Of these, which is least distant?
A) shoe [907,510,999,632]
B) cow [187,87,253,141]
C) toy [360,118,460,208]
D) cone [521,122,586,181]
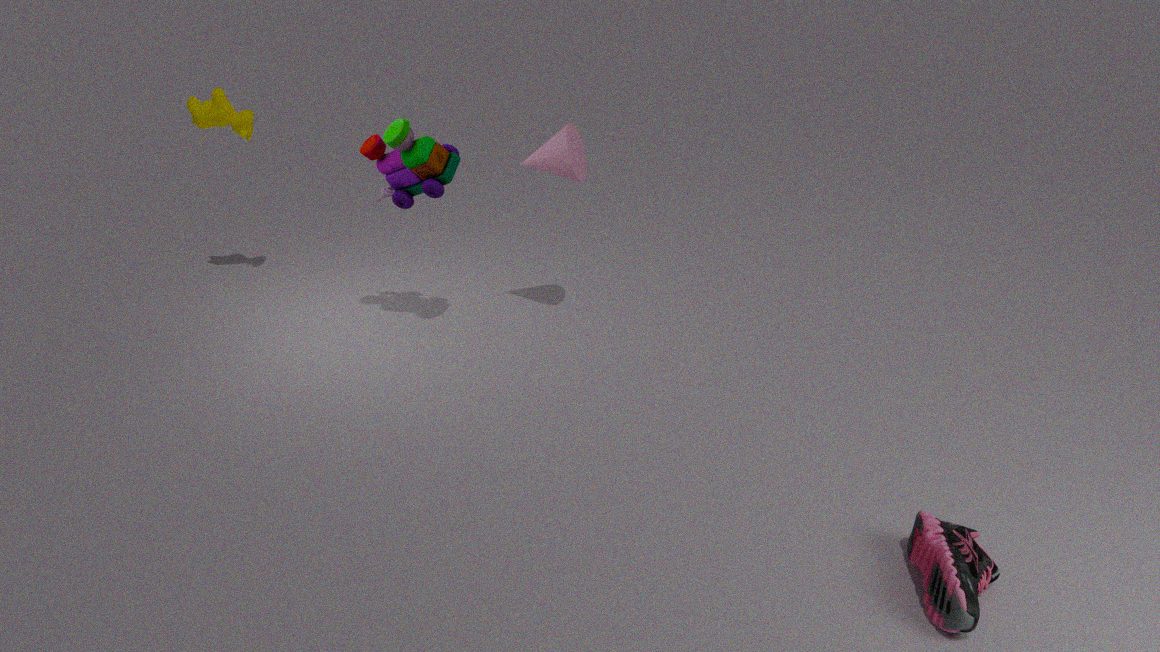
shoe [907,510,999,632]
